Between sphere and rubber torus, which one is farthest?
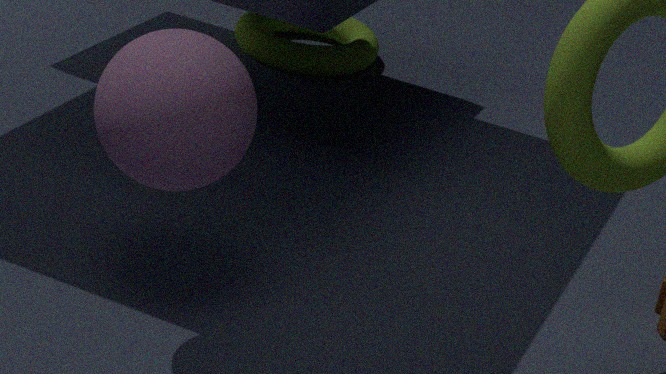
rubber torus
